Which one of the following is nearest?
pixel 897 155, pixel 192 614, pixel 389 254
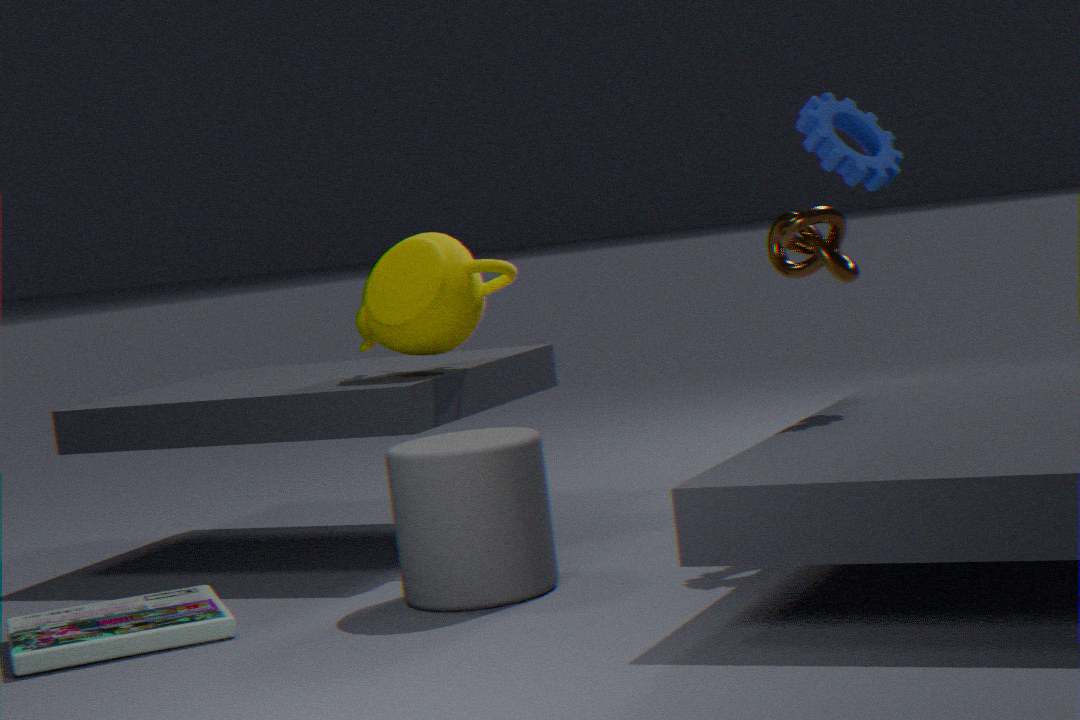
pixel 192 614
